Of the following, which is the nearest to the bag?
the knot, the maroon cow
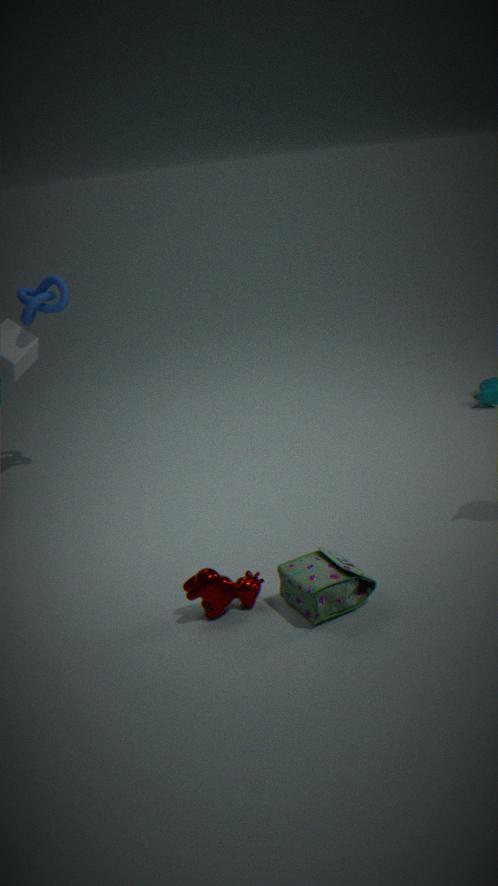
the maroon cow
